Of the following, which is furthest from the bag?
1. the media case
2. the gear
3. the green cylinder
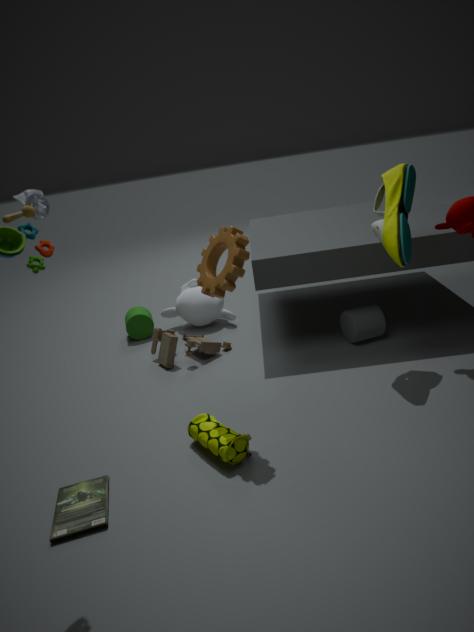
the green cylinder
